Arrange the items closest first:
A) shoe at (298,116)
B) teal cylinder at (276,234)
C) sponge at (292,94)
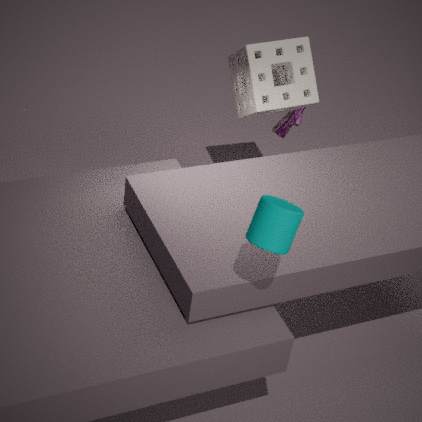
teal cylinder at (276,234), sponge at (292,94), shoe at (298,116)
